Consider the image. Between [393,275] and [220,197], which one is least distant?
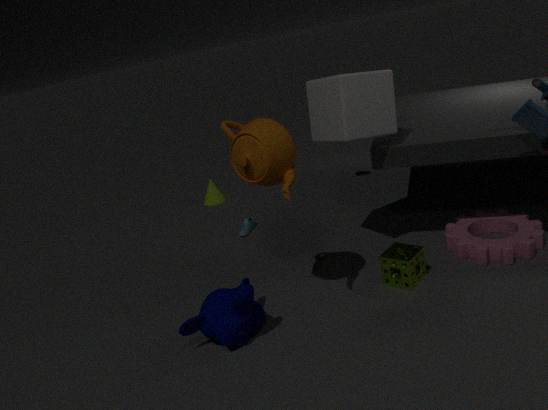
[393,275]
